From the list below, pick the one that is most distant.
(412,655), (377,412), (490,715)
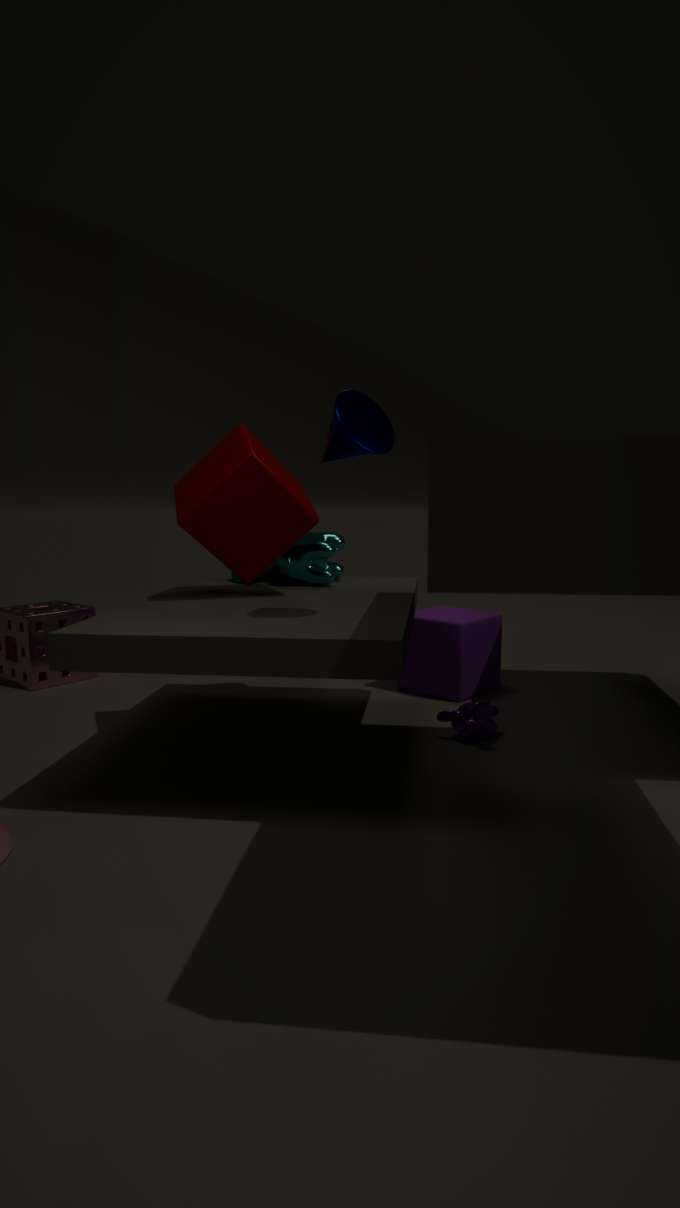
(412,655)
